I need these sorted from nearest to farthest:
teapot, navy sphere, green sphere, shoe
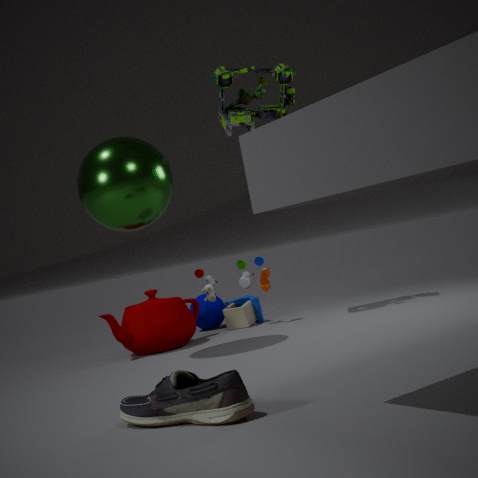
1. shoe
2. green sphere
3. teapot
4. navy sphere
